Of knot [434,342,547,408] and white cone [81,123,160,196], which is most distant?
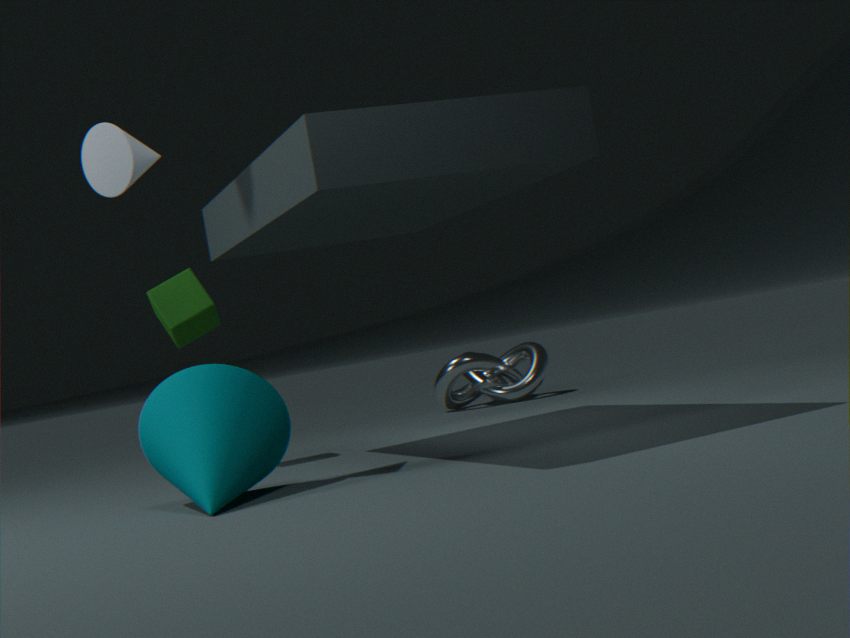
knot [434,342,547,408]
